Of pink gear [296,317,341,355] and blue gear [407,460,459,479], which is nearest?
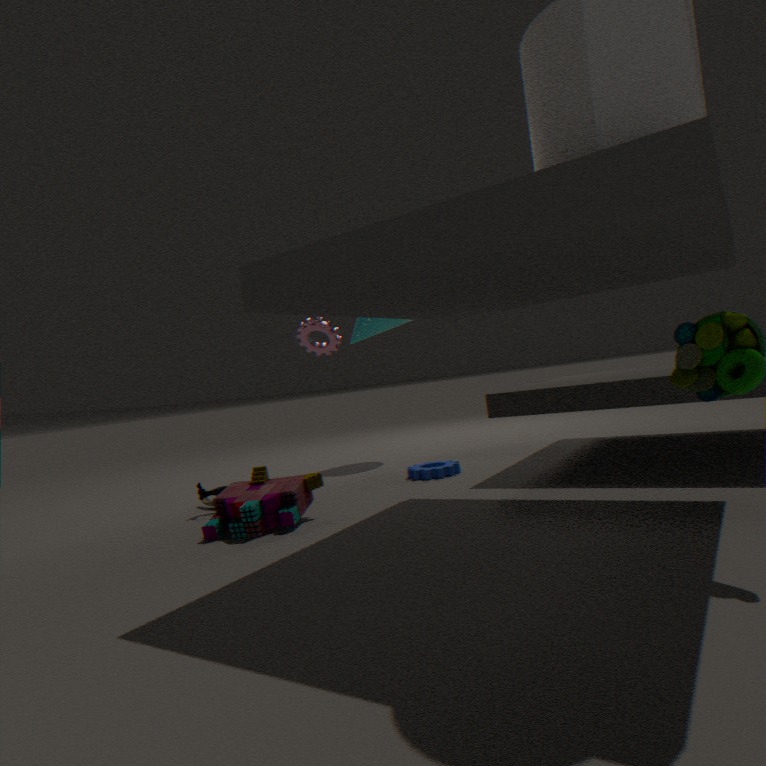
blue gear [407,460,459,479]
